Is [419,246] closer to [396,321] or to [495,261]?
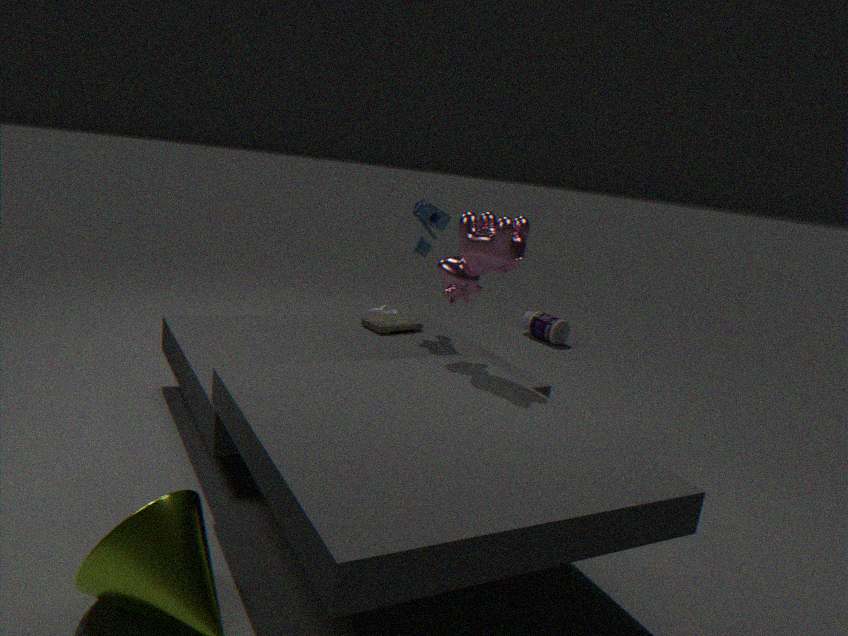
[396,321]
